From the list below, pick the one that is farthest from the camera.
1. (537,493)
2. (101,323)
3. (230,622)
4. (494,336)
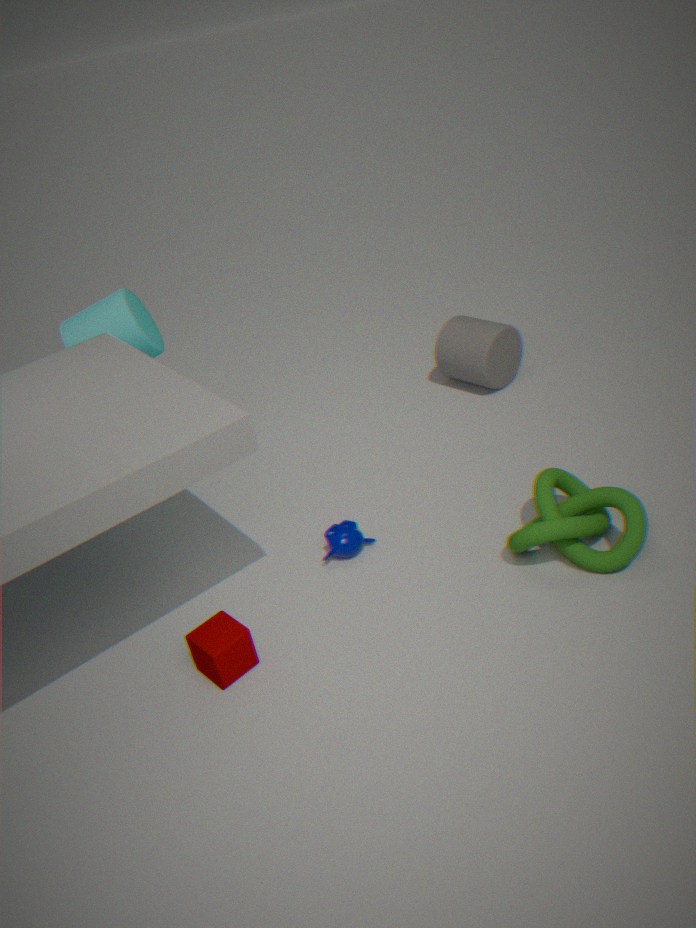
(494,336)
